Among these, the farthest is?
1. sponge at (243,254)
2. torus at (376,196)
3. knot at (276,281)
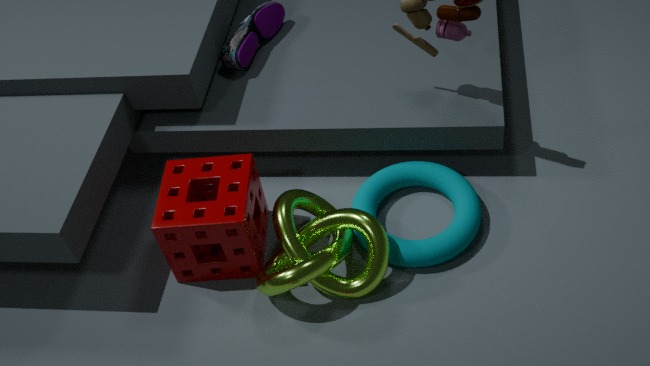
torus at (376,196)
